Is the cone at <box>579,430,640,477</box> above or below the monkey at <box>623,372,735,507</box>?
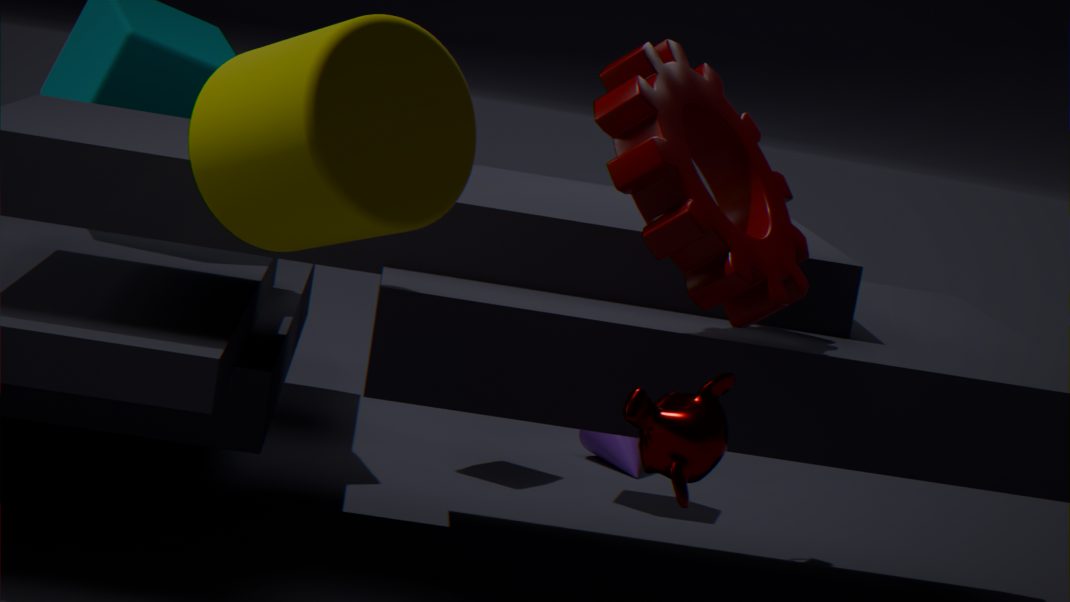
below
